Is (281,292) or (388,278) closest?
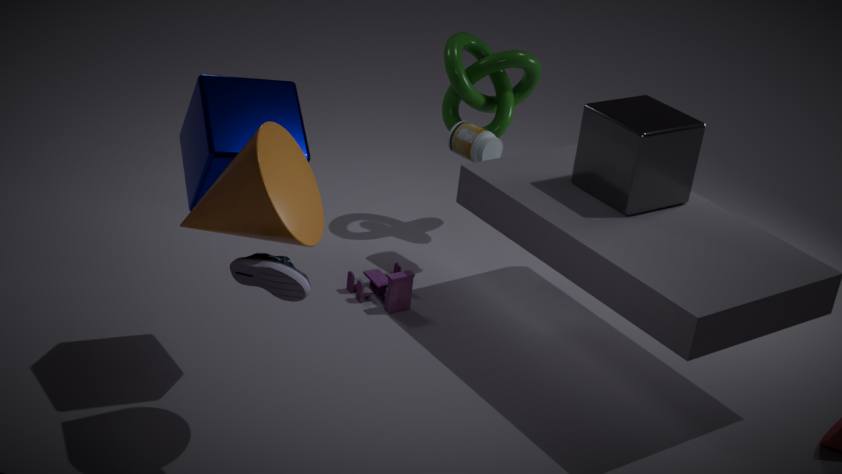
(281,292)
